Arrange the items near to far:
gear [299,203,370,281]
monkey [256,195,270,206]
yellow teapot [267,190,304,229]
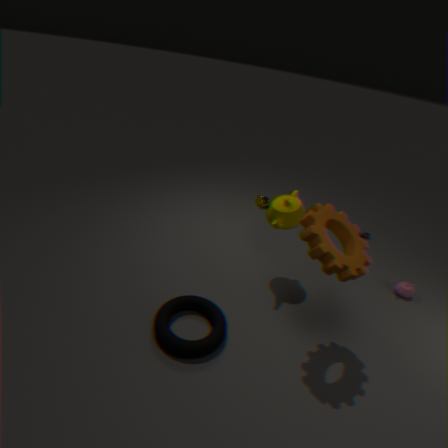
gear [299,203,370,281]
yellow teapot [267,190,304,229]
monkey [256,195,270,206]
